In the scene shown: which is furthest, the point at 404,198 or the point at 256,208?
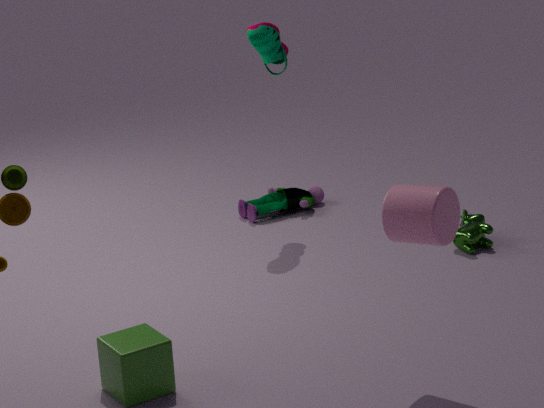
the point at 256,208
